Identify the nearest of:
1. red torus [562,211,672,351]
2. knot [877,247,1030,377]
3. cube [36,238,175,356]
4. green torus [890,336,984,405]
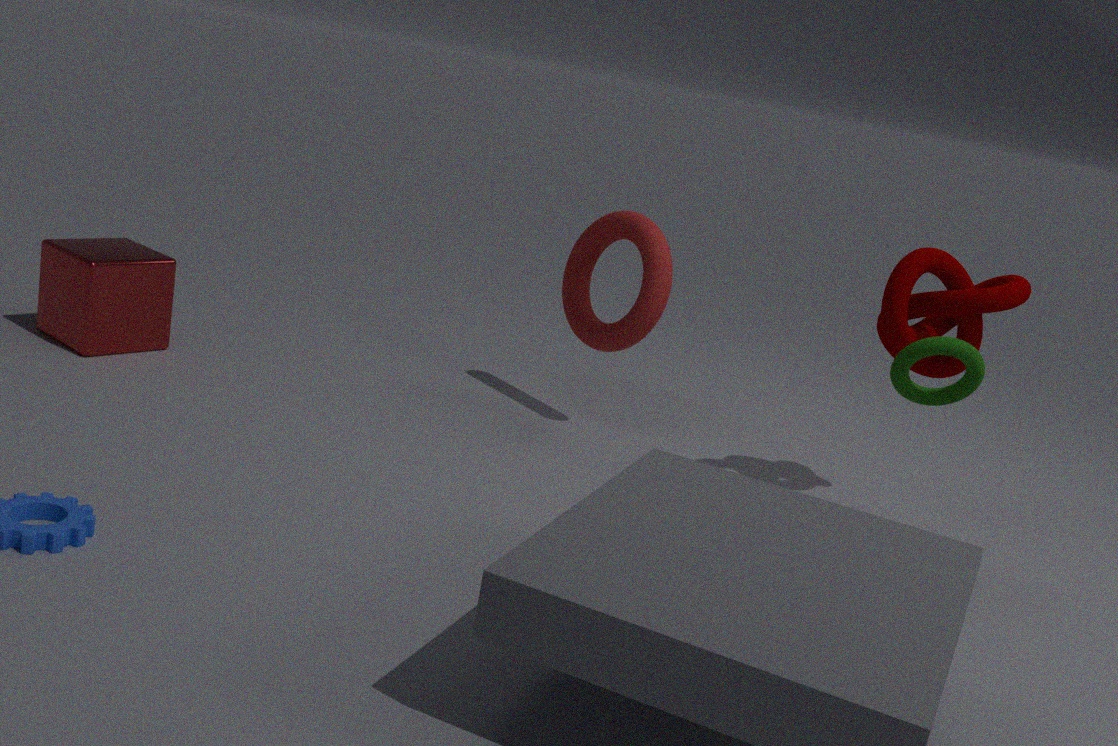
green torus [890,336,984,405]
